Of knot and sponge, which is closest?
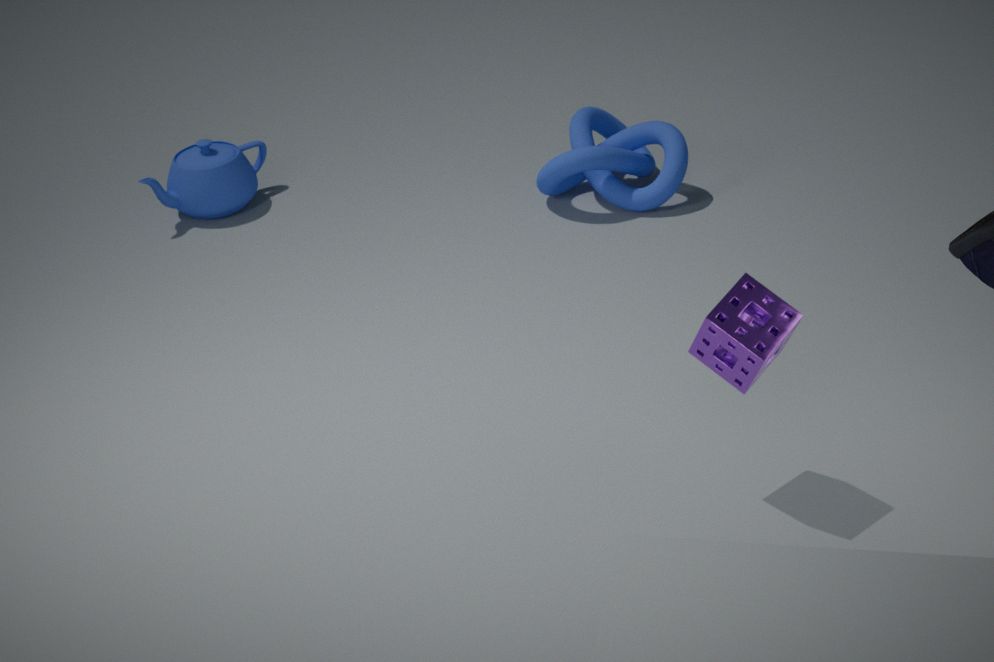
sponge
